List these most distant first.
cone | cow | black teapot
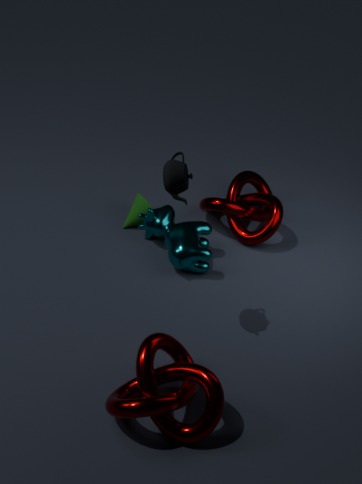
cone < cow < black teapot
